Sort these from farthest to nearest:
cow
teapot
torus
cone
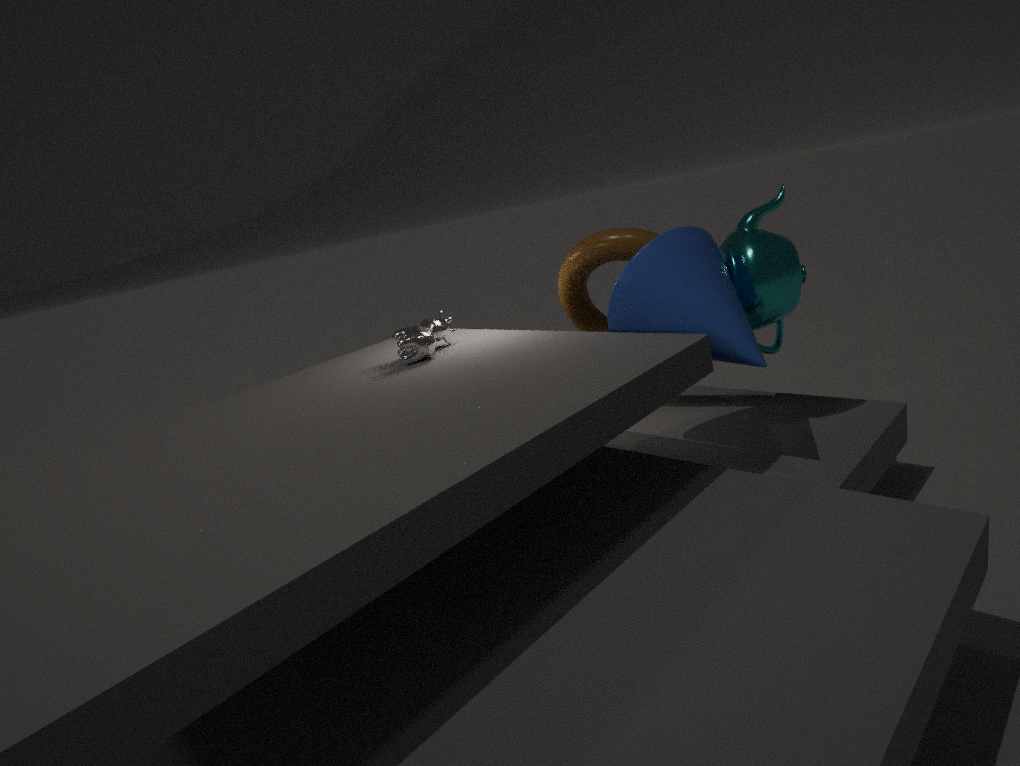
torus → cow → teapot → cone
